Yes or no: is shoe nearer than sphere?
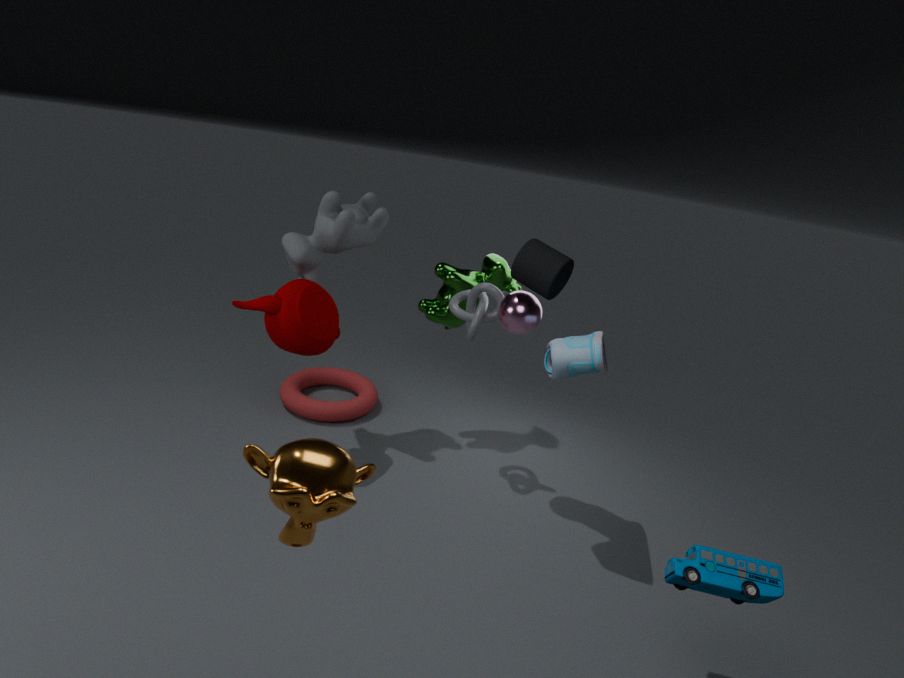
Yes
